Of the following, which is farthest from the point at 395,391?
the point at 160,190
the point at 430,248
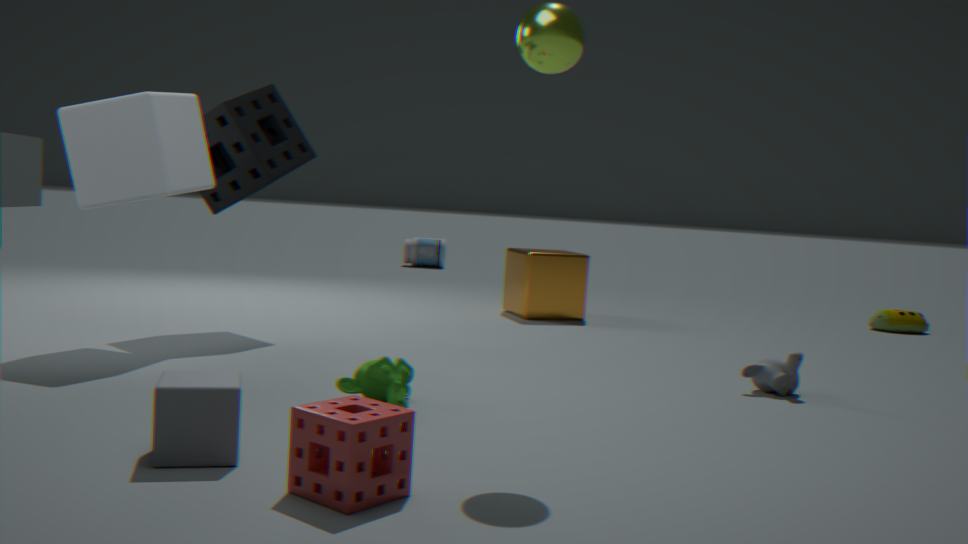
the point at 430,248
